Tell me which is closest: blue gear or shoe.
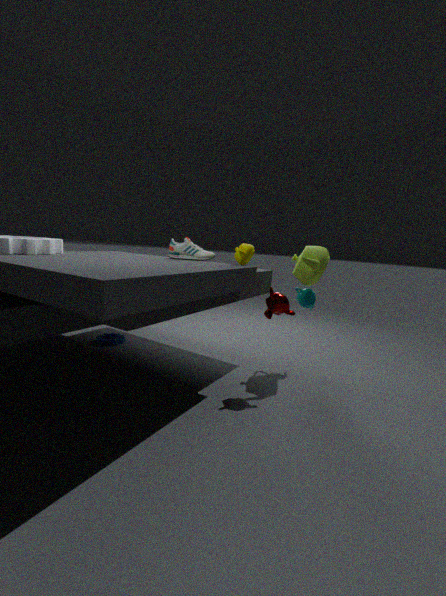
shoe
